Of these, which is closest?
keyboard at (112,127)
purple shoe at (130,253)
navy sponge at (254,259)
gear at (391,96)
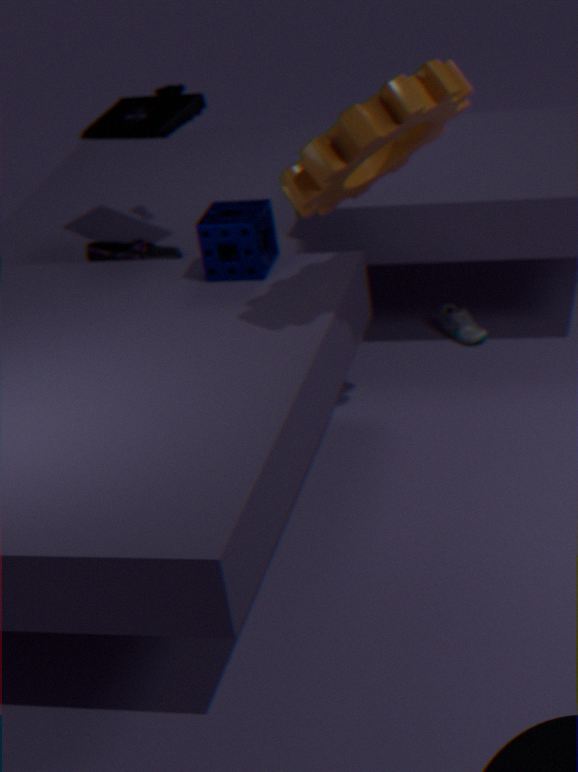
gear at (391,96)
